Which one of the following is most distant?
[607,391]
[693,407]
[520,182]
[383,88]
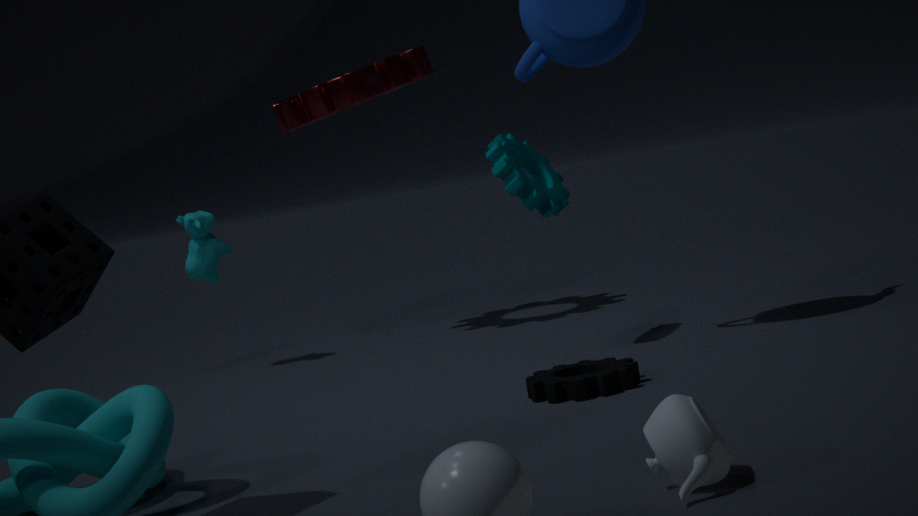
[383,88]
